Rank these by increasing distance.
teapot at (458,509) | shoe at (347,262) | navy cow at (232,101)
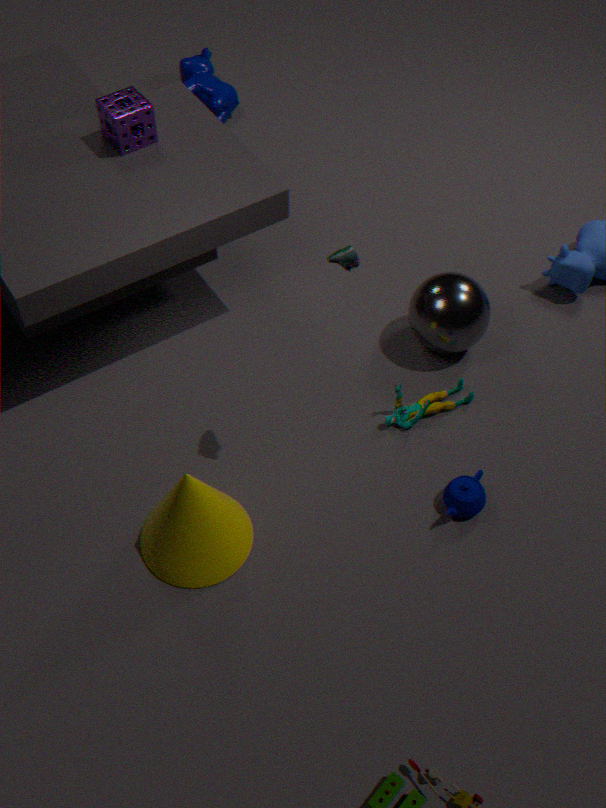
shoe at (347,262), teapot at (458,509), navy cow at (232,101)
